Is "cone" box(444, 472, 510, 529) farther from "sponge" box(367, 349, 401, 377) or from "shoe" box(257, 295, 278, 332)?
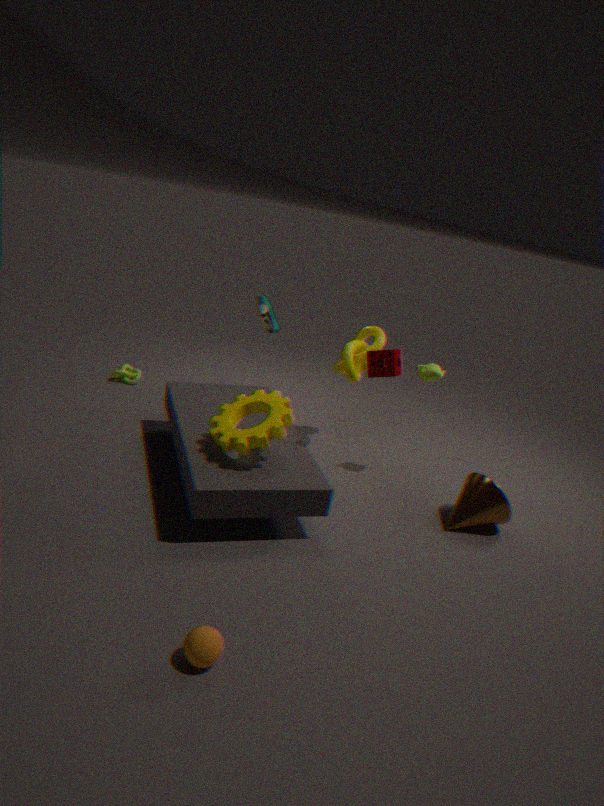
"shoe" box(257, 295, 278, 332)
